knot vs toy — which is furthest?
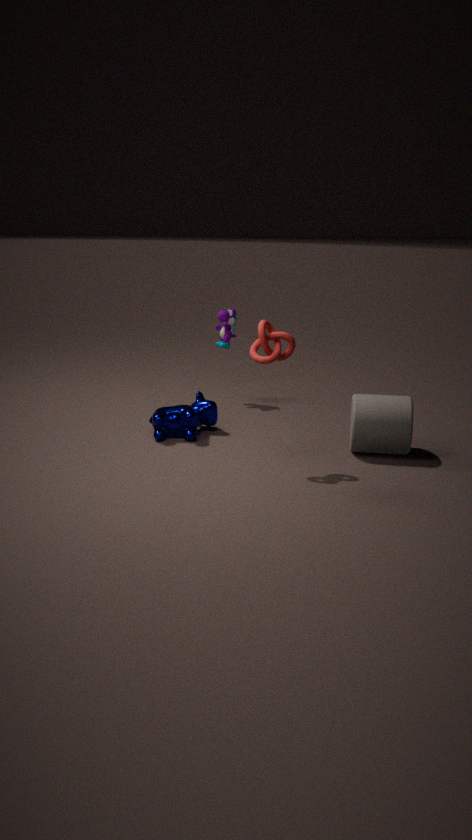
toy
